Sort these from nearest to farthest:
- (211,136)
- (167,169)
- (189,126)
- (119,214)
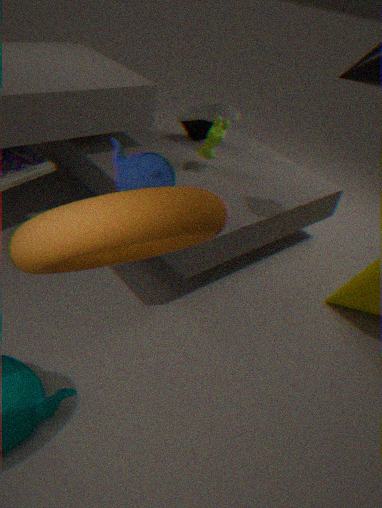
(119,214), (167,169), (211,136), (189,126)
